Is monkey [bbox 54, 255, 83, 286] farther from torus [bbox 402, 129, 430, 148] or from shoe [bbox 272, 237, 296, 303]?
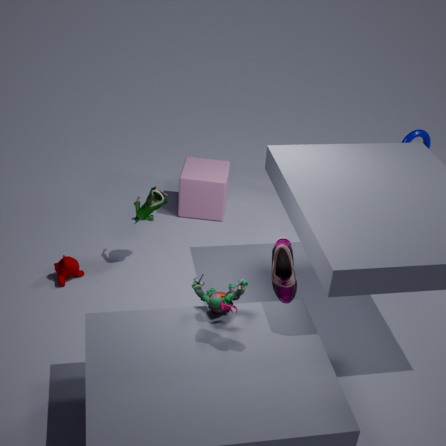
torus [bbox 402, 129, 430, 148]
